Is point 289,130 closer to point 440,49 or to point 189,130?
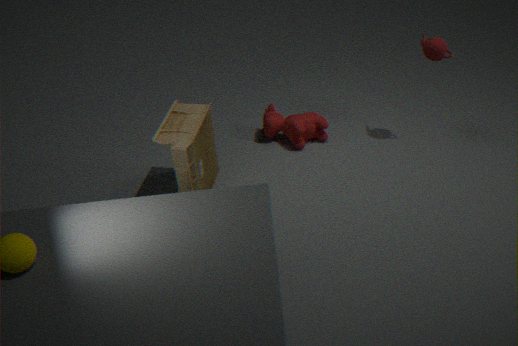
point 189,130
